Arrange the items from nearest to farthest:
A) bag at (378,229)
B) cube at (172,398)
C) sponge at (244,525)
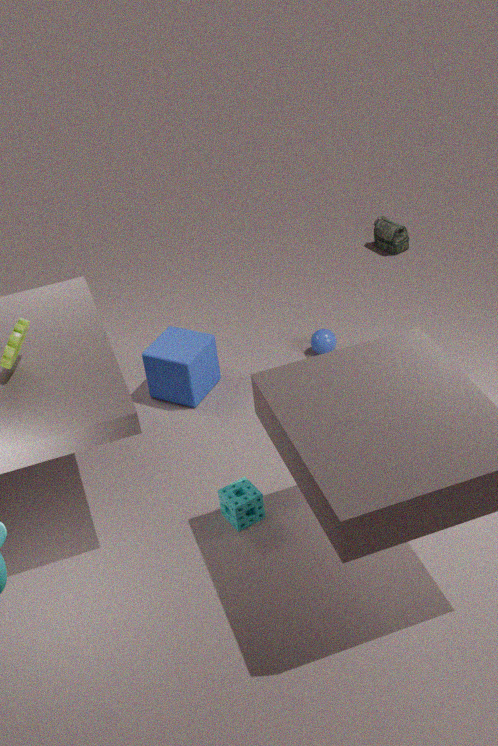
1. sponge at (244,525)
2. cube at (172,398)
3. bag at (378,229)
